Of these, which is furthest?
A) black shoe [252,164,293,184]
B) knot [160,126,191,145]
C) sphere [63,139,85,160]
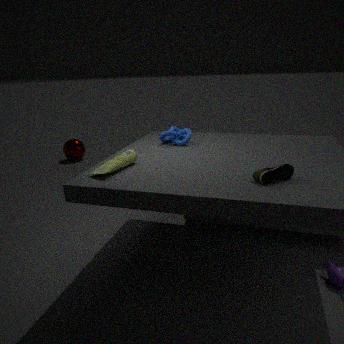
sphere [63,139,85,160]
